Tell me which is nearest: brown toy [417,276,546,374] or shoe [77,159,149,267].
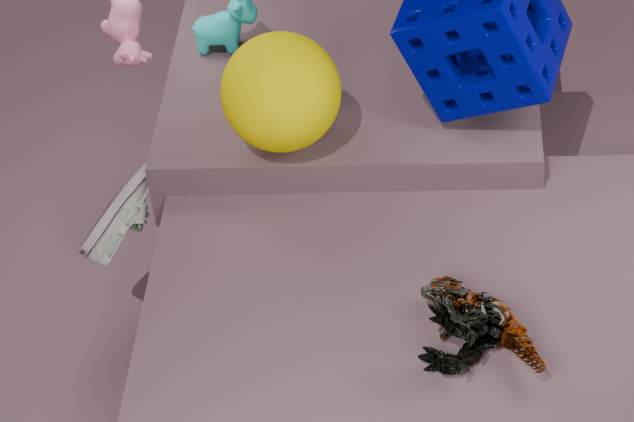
brown toy [417,276,546,374]
